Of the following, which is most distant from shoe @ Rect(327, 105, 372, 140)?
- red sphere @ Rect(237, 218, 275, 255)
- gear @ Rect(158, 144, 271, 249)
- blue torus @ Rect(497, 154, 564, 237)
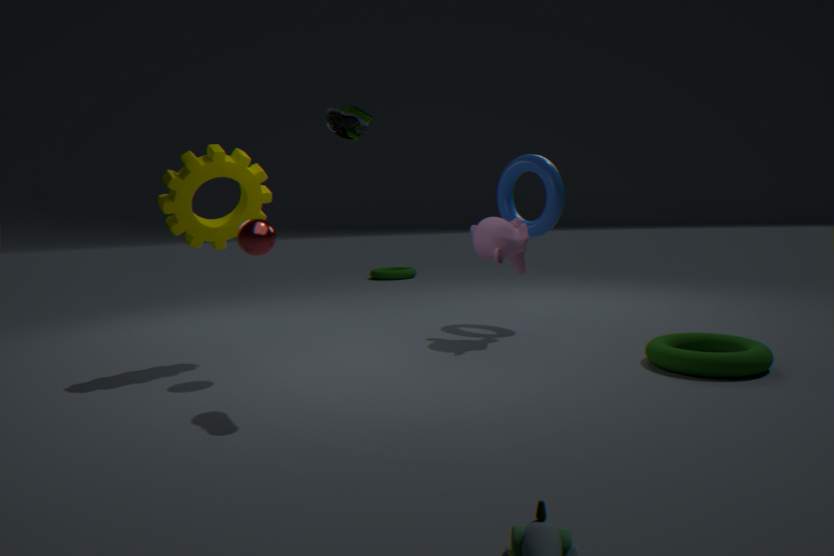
blue torus @ Rect(497, 154, 564, 237)
